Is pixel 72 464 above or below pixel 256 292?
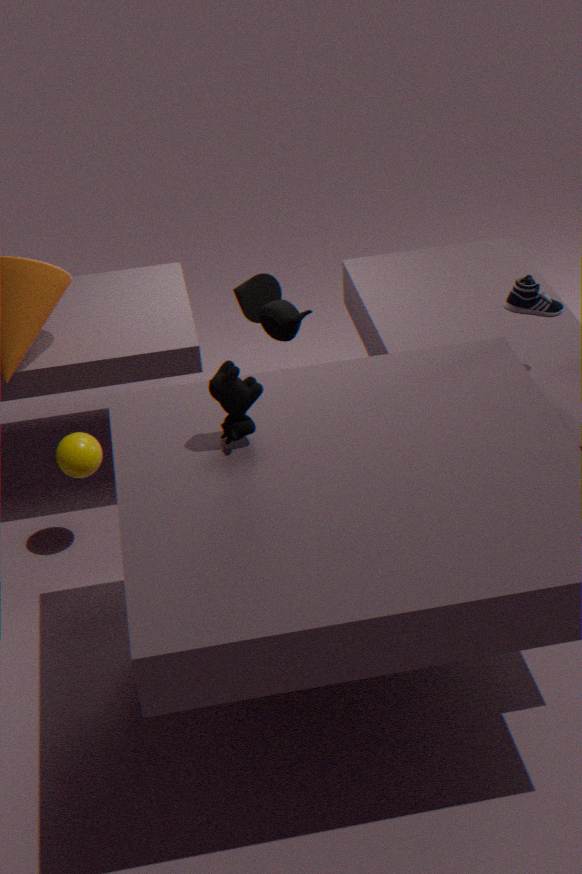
below
